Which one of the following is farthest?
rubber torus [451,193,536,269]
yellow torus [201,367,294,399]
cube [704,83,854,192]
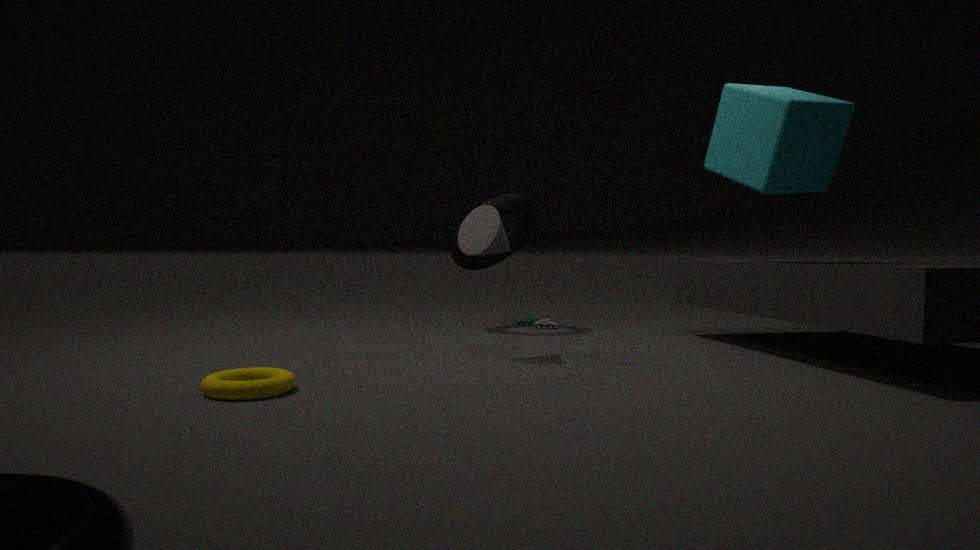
rubber torus [451,193,536,269]
